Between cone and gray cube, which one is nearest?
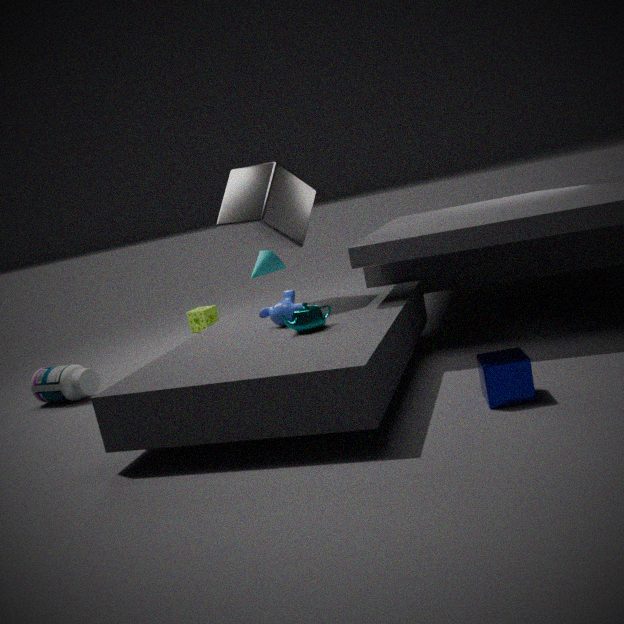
gray cube
